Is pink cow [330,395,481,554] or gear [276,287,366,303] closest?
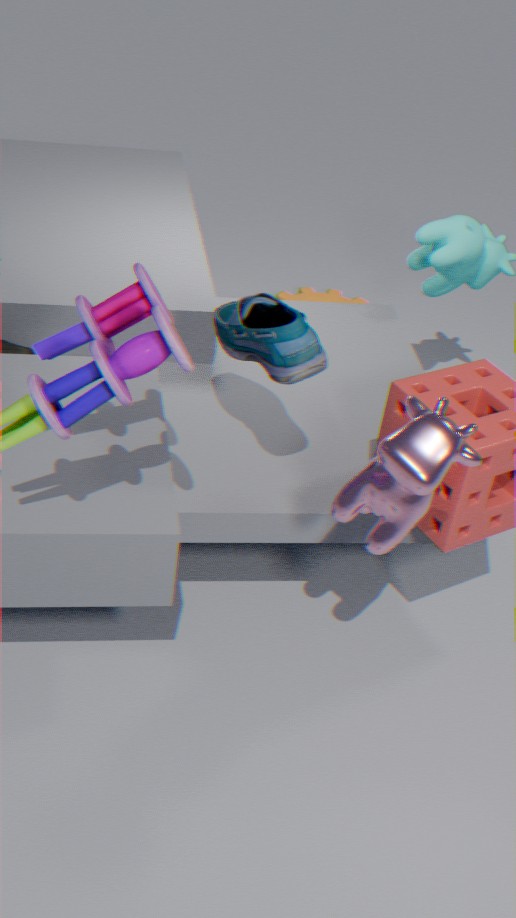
pink cow [330,395,481,554]
